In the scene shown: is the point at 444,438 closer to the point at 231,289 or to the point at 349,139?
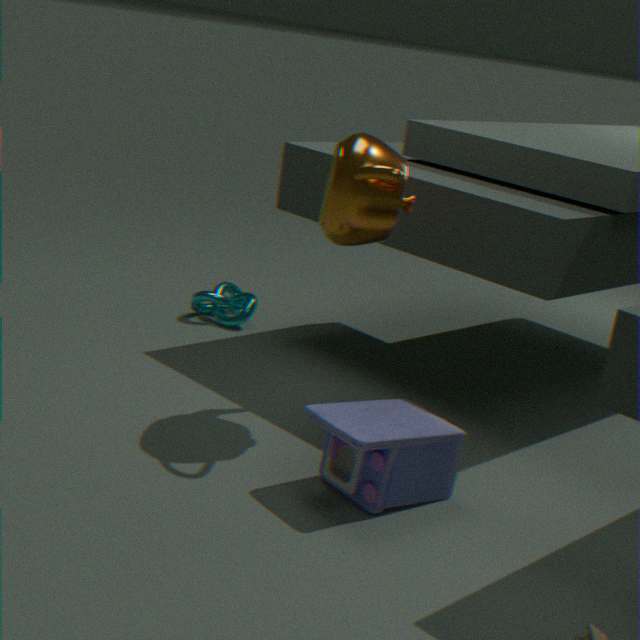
the point at 349,139
